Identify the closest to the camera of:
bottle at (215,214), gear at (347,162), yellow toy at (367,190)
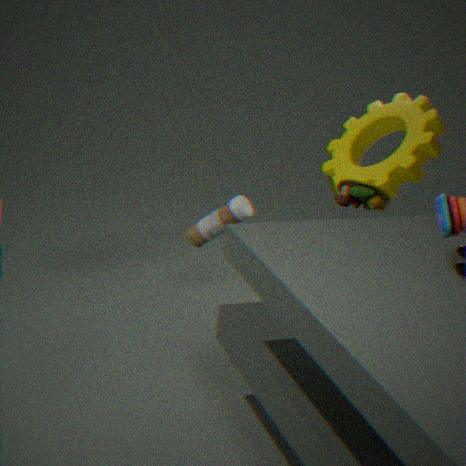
yellow toy at (367,190)
